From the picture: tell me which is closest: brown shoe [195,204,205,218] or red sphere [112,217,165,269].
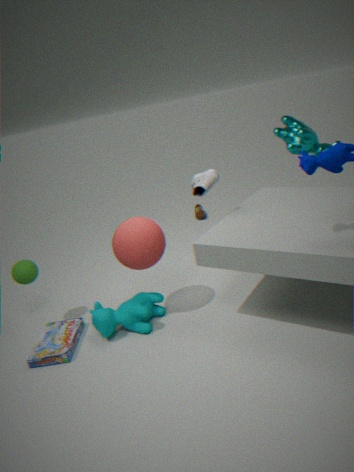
red sphere [112,217,165,269]
